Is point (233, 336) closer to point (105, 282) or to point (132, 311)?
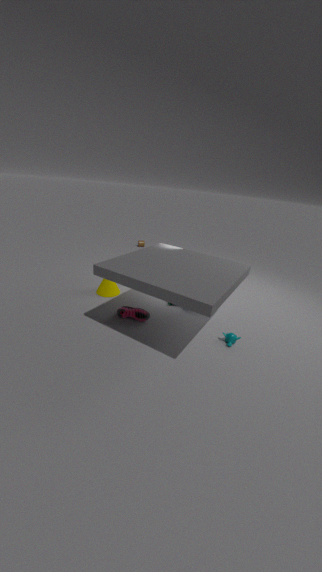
point (132, 311)
